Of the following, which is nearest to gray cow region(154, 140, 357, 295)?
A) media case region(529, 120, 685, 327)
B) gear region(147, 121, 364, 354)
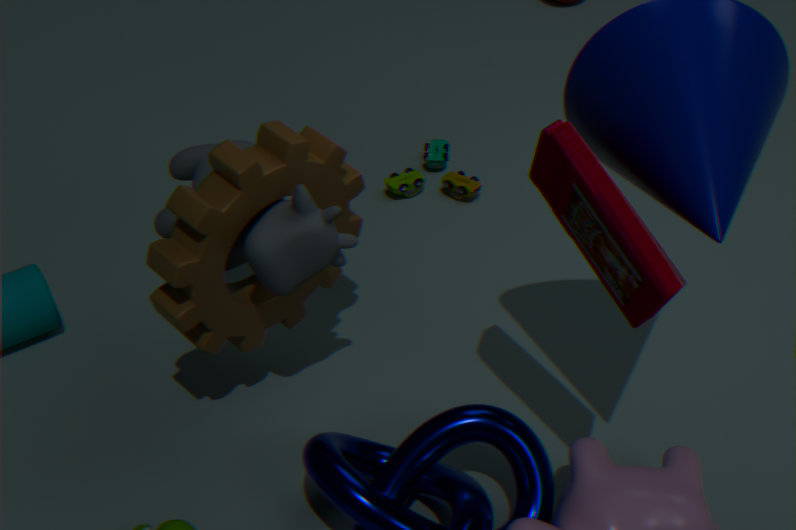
gear region(147, 121, 364, 354)
